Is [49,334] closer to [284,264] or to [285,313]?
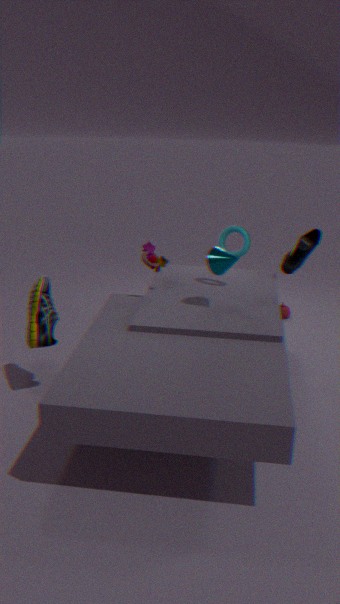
[284,264]
